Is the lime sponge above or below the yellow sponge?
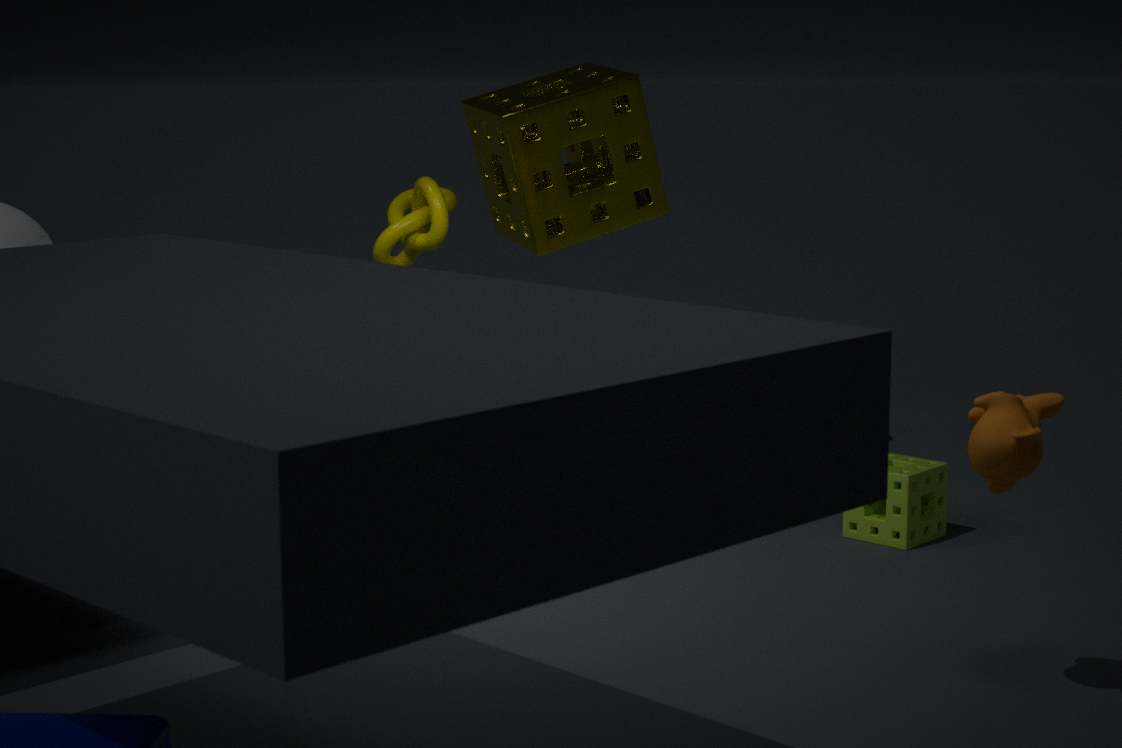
below
